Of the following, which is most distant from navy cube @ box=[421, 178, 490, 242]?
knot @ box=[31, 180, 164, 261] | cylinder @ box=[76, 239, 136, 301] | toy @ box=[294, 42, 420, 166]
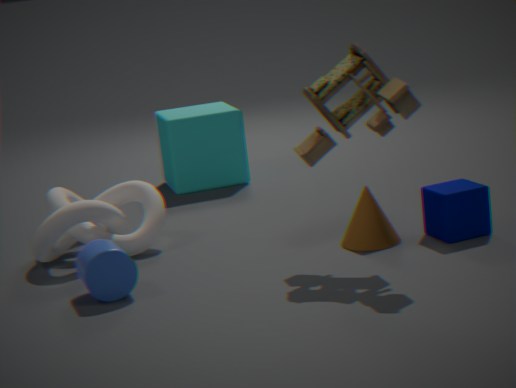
cylinder @ box=[76, 239, 136, 301]
